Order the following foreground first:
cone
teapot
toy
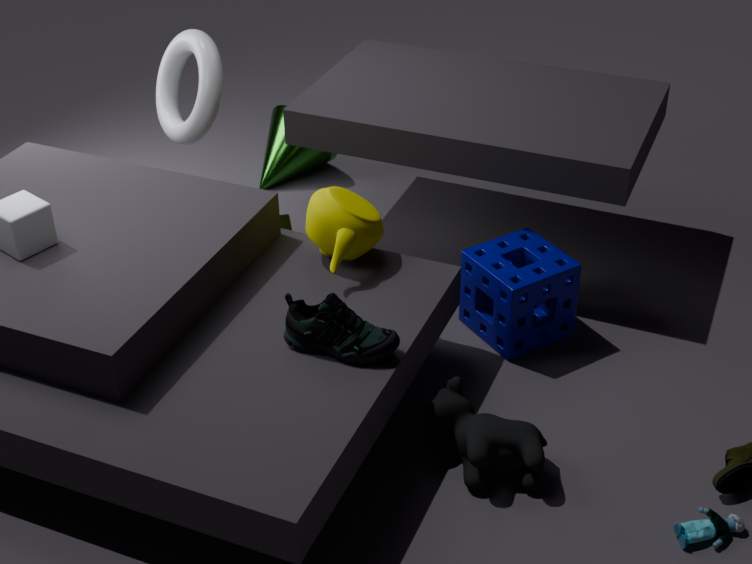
toy → teapot → cone
